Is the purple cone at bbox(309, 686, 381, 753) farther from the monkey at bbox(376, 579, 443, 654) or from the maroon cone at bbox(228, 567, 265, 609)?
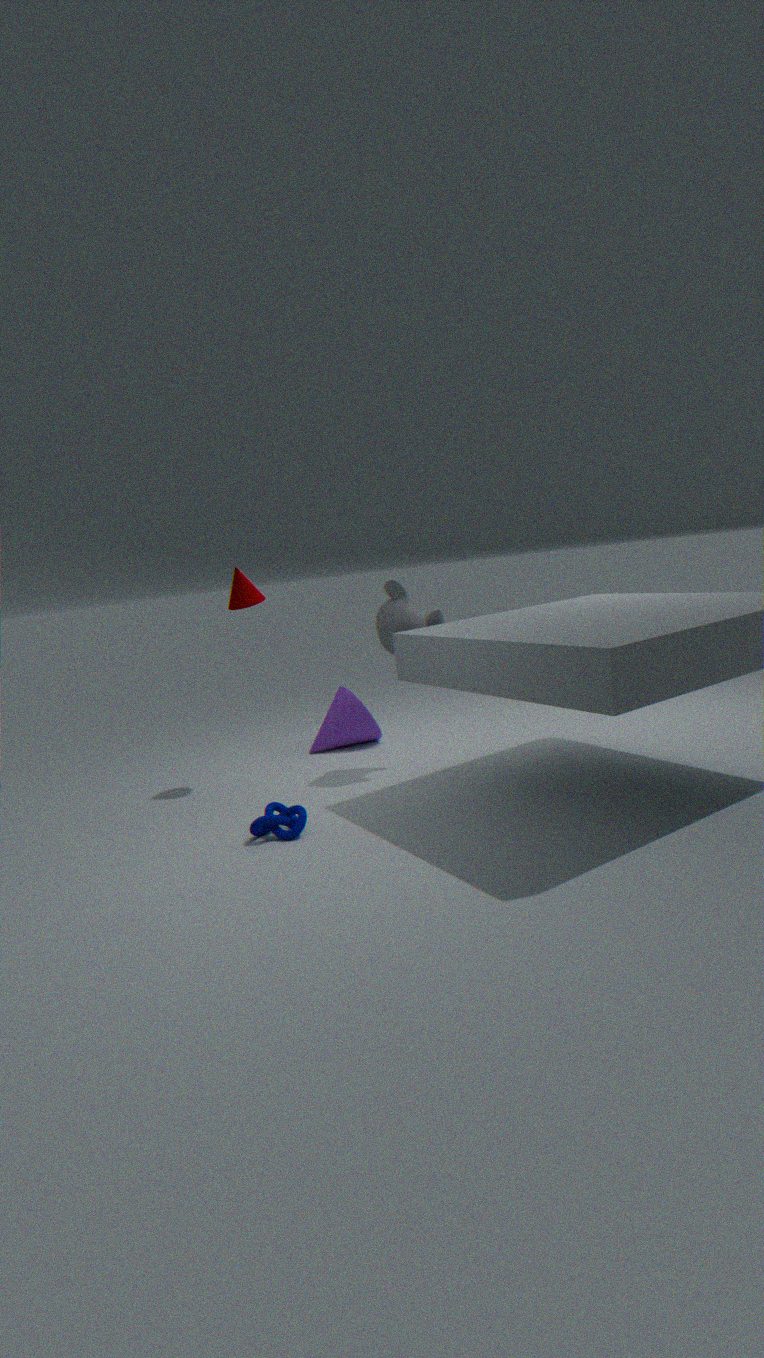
the maroon cone at bbox(228, 567, 265, 609)
